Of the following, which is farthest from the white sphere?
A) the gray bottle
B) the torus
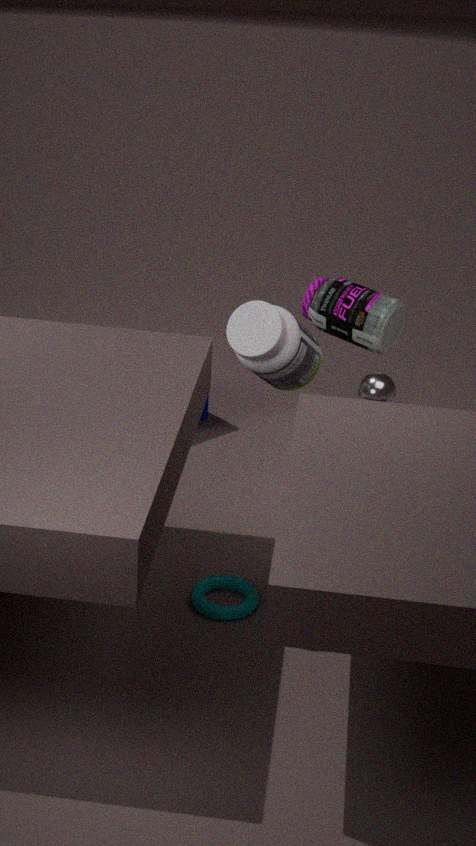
the torus
